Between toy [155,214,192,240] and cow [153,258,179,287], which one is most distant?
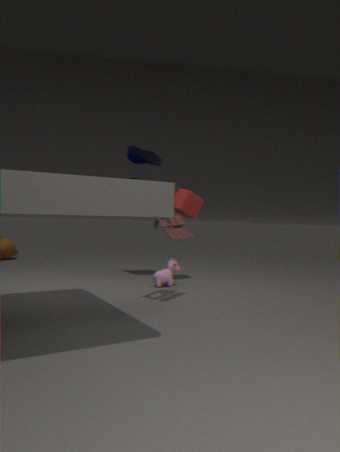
cow [153,258,179,287]
